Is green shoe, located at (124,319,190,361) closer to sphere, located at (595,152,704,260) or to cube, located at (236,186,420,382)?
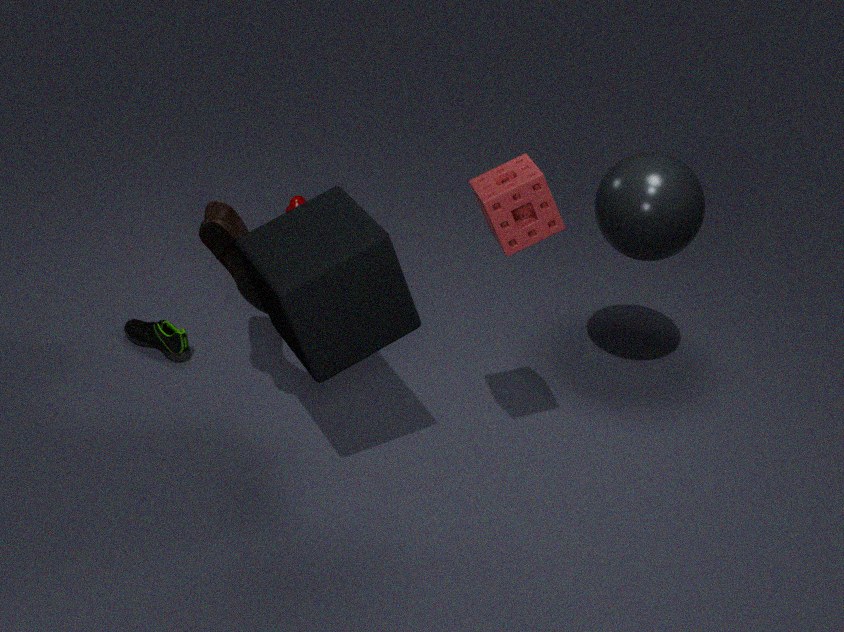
cube, located at (236,186,420,382)
